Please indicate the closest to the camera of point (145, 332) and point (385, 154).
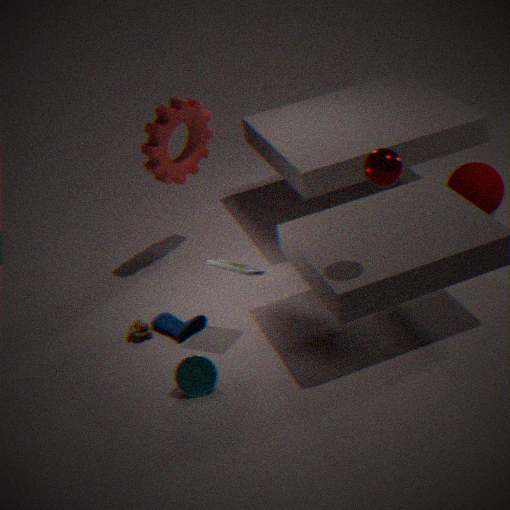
point (385, 154)
